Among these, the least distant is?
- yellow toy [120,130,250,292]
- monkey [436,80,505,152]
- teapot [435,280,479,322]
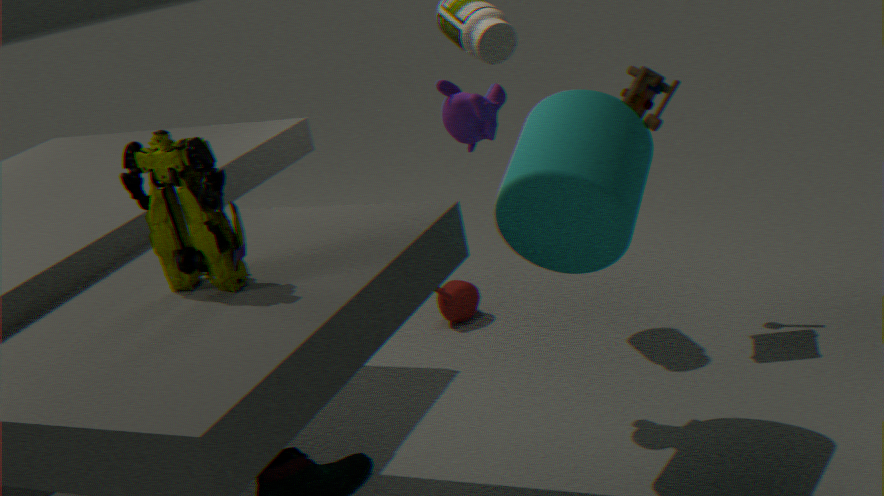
yellow toy [120,130,250,292]
